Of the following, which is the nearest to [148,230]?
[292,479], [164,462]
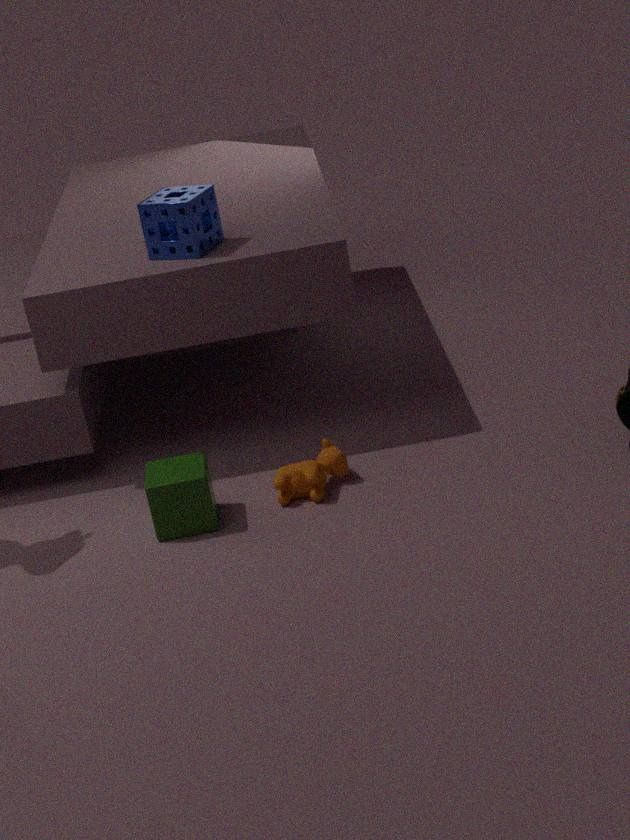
[164,462]
